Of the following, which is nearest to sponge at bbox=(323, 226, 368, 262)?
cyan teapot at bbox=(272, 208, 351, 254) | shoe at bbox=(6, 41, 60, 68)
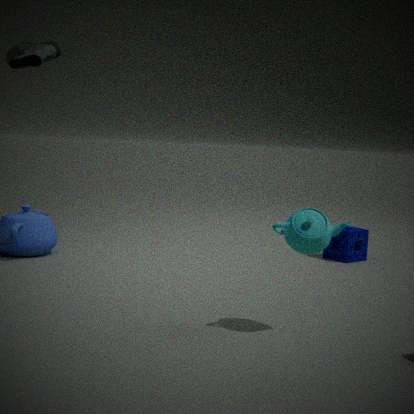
cyan teapot at bbox=(272, 208, 351, 254)
